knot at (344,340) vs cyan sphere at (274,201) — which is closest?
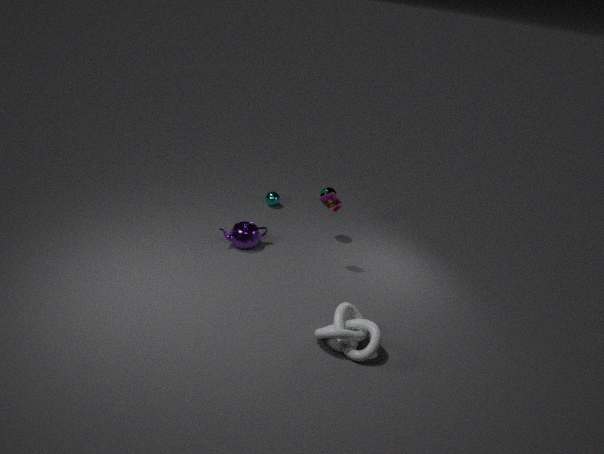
knot at (344,340)
